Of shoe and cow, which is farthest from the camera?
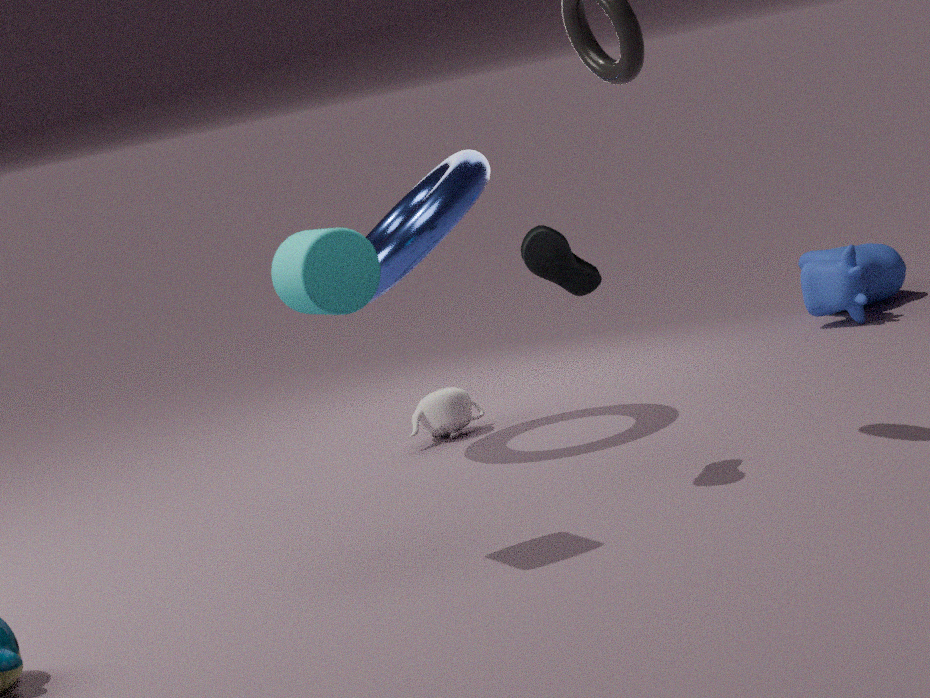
cow
